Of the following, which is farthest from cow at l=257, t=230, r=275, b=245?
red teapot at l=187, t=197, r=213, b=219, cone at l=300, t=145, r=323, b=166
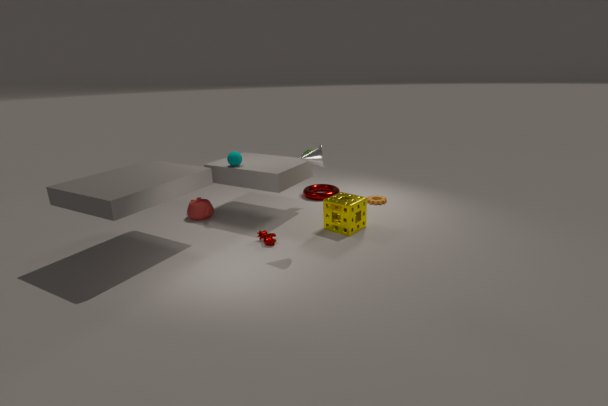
cone at l=300, t=145, r=323, b=166
